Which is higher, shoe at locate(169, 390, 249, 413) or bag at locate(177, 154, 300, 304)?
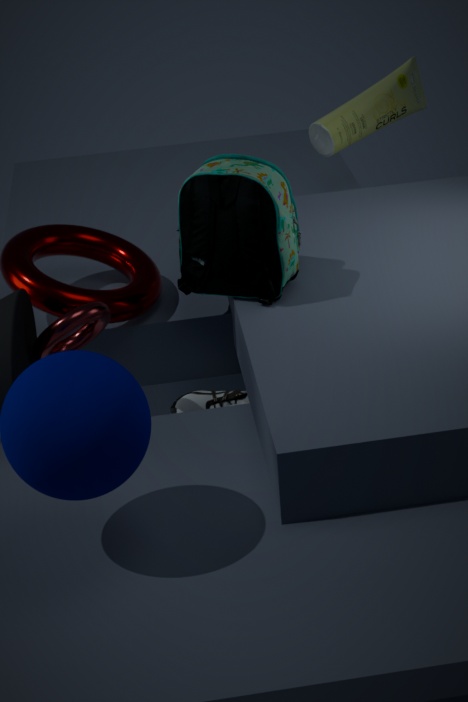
bag at locate(177, 154, 300, 304)
